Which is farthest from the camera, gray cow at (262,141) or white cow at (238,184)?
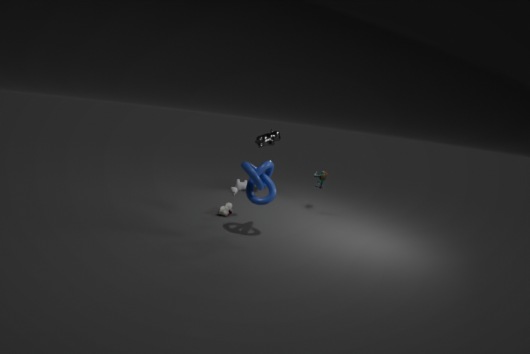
gray cow at (262,141)
